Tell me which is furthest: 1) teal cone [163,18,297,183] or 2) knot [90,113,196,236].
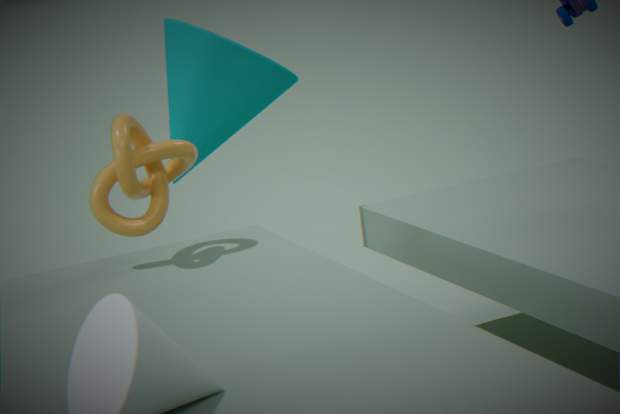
1. teal cone [163,18,297,183]
